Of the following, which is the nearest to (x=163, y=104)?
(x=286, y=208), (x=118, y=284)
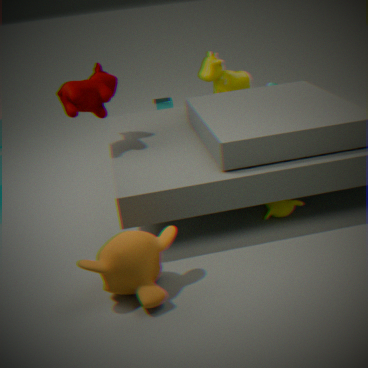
(x=286, y=208)
